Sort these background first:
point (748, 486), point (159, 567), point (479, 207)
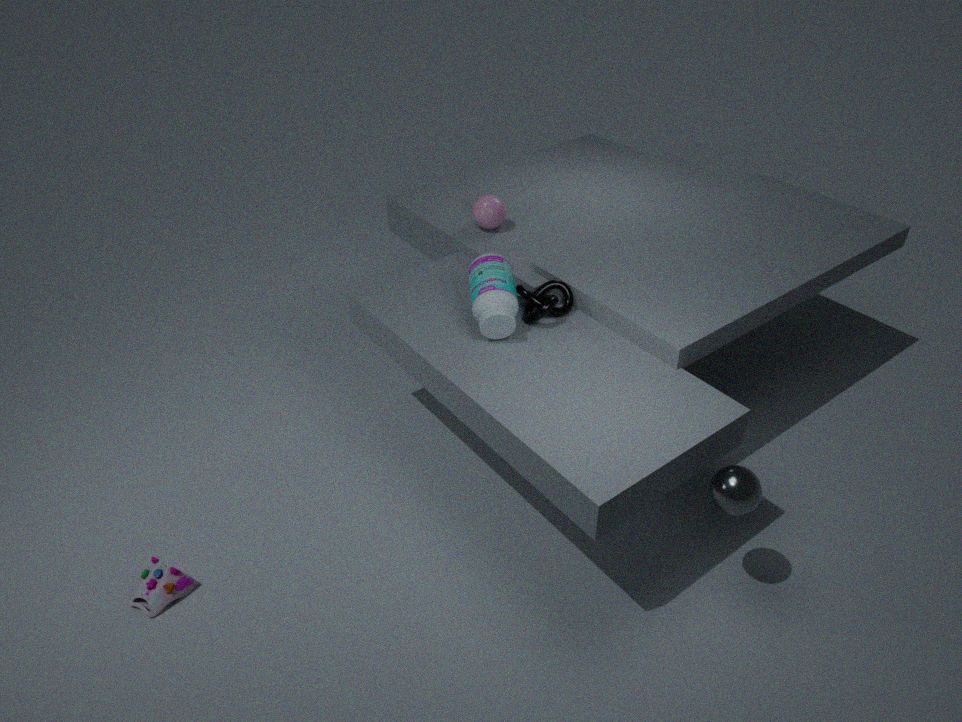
point (479, 207) < point (159, 567) < point (748, 486)
